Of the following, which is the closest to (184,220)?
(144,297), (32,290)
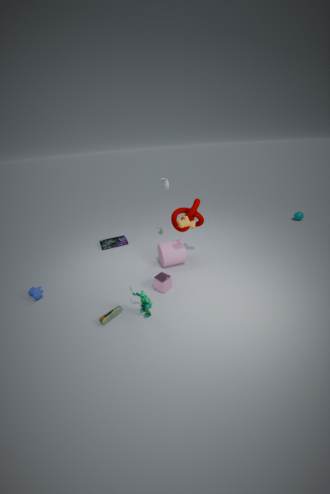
(144,297)
